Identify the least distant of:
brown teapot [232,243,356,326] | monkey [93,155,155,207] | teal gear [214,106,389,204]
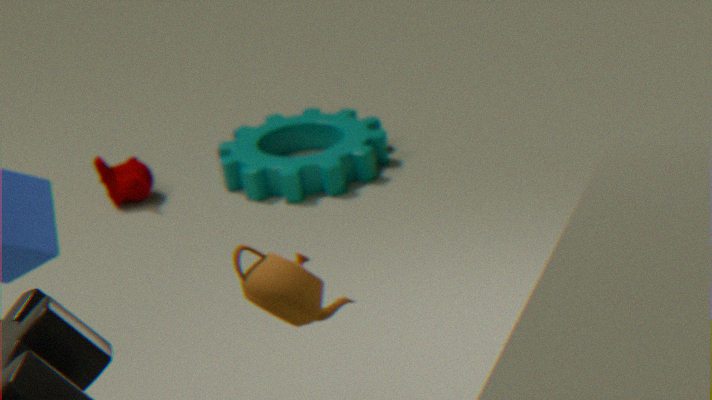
brown teapot [232,243,356,326]
